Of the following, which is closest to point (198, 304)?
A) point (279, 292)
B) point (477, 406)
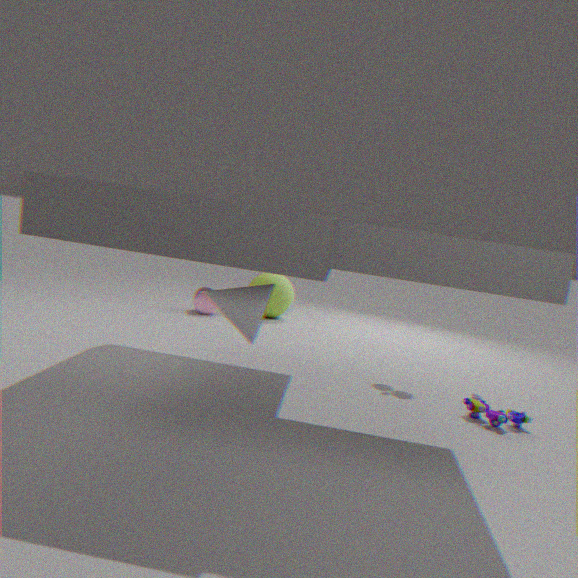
point (279, 292)
